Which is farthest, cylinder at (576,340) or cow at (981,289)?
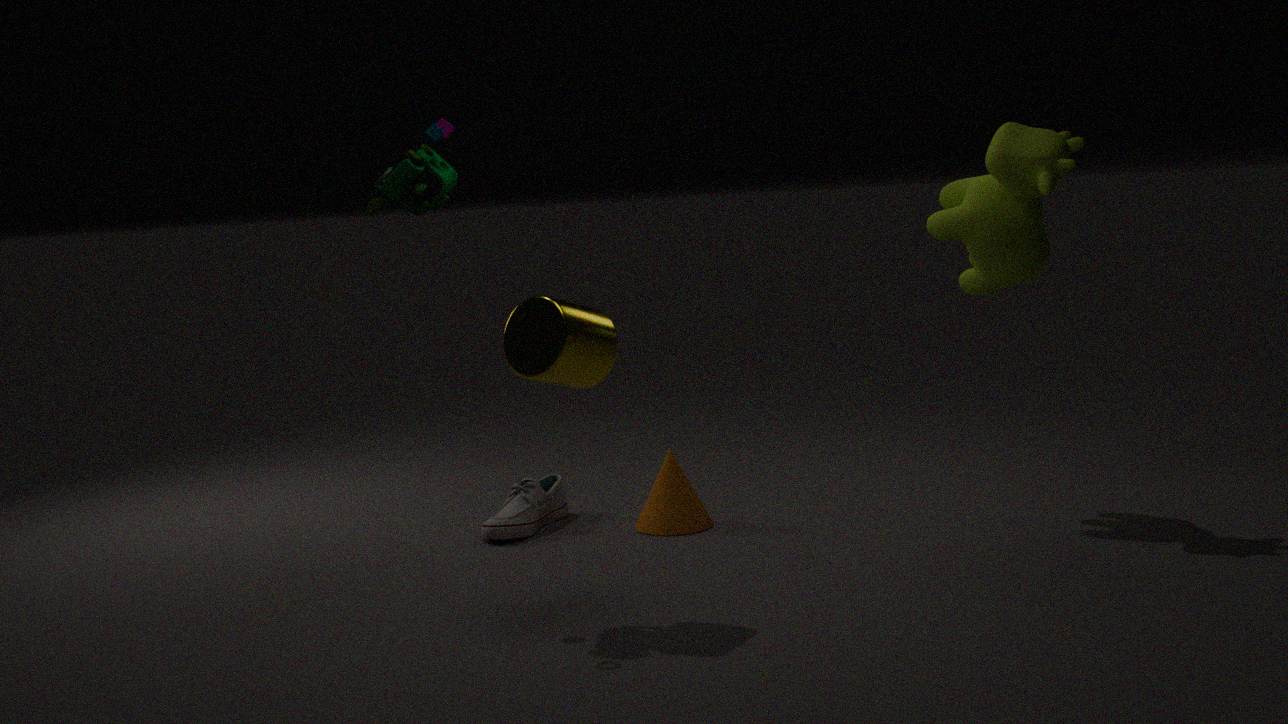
cow at (981,289)
